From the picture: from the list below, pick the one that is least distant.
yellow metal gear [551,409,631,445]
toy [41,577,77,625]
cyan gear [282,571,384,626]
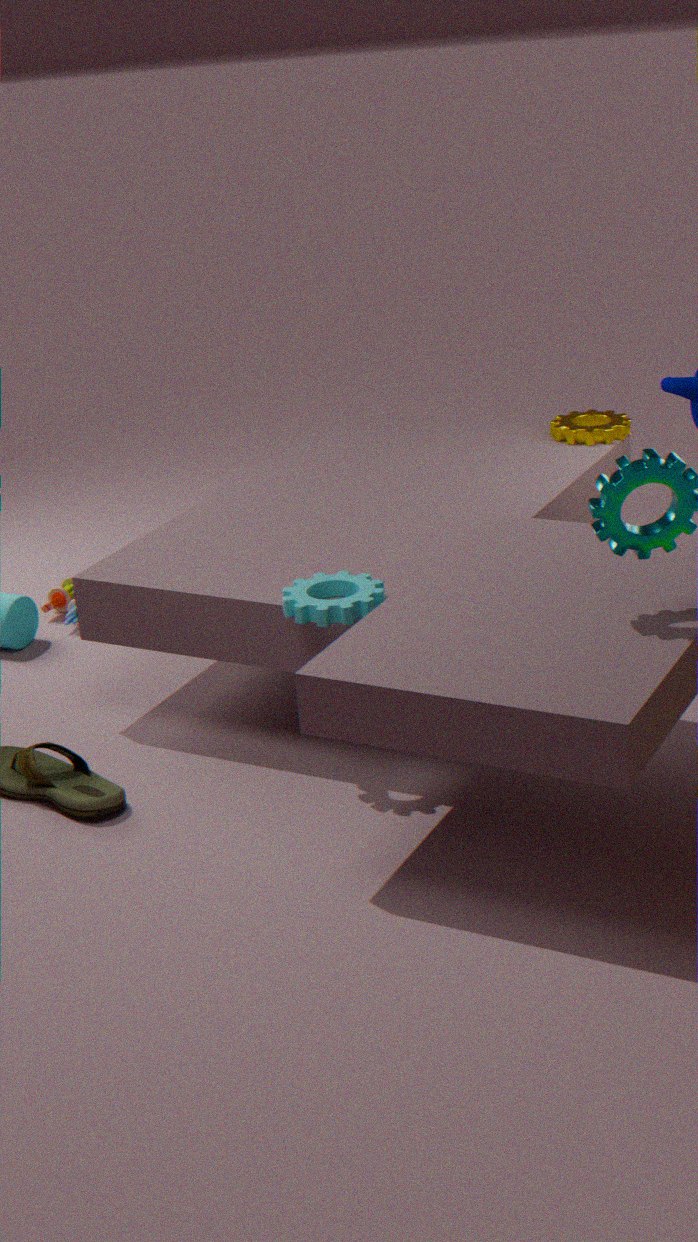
cyan gear [282,571,384,626]
